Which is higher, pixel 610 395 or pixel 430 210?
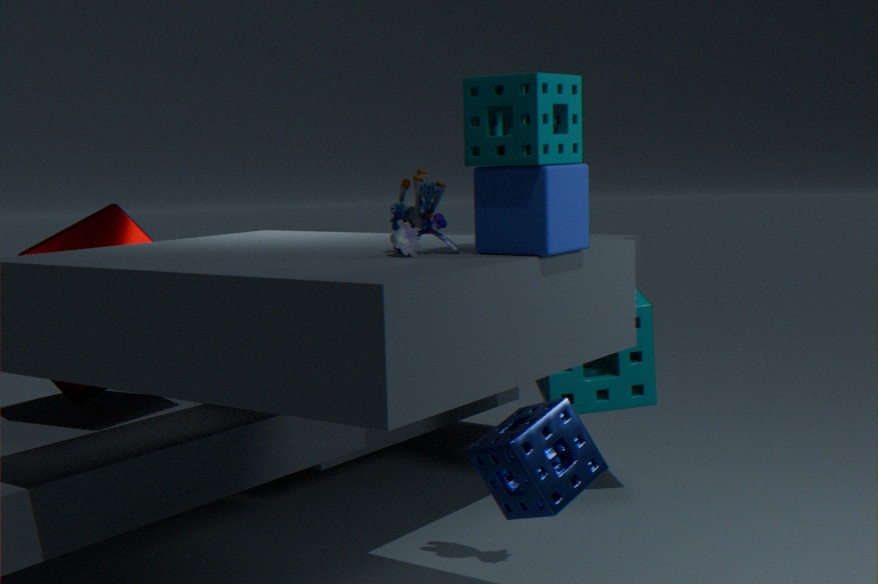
pixel 430 210
